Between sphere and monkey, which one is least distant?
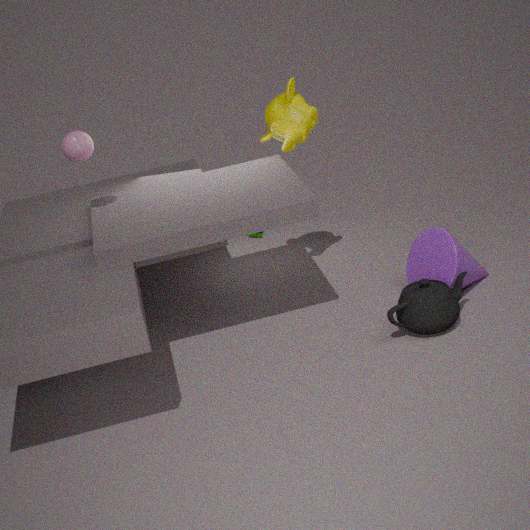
sphere
